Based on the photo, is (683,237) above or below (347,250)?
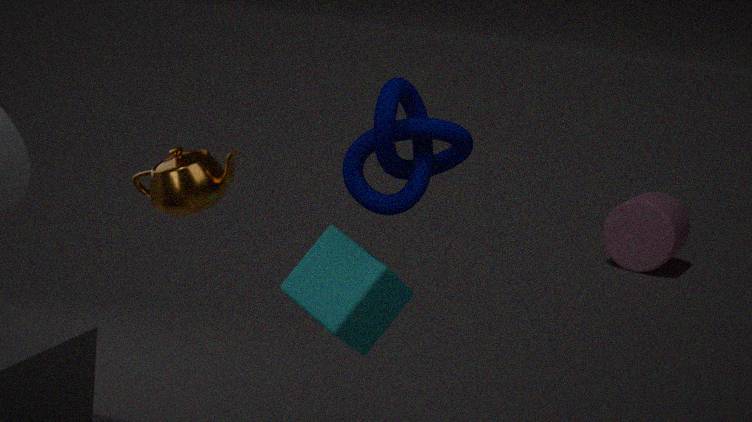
below
